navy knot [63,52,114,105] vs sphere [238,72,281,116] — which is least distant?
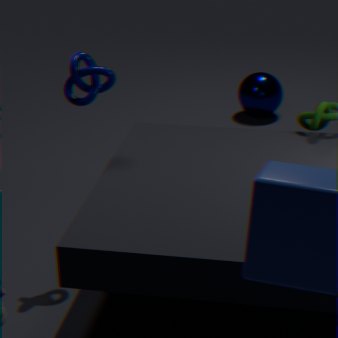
navy knot [63,52,114,105]
